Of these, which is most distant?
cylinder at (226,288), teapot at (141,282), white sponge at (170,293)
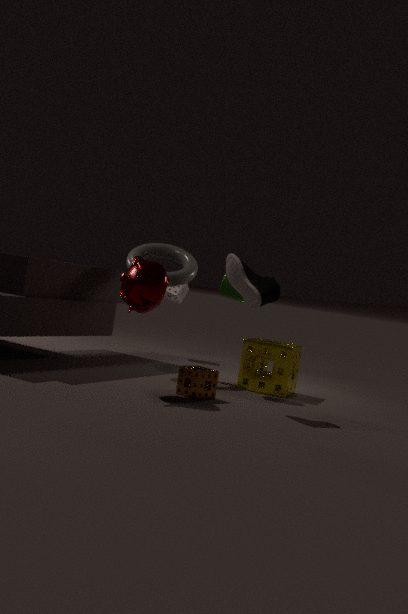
white sponge at (170,293)
